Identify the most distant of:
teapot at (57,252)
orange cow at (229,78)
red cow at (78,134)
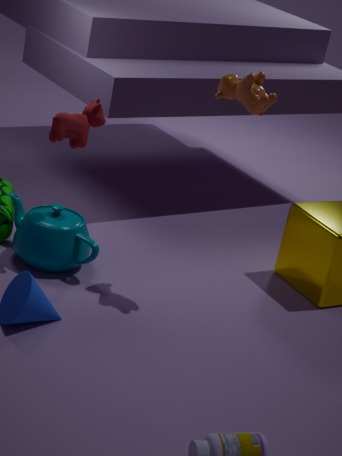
teapot at (57,252)
